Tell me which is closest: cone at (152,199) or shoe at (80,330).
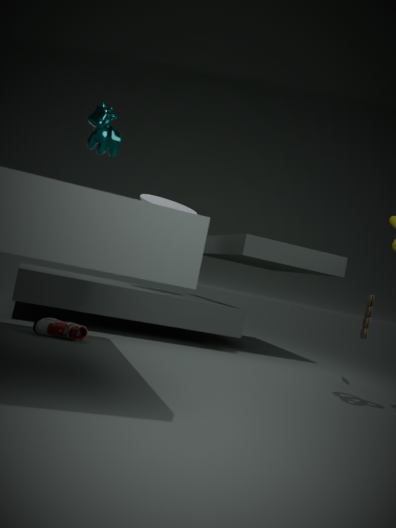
shoe at (80,330)
